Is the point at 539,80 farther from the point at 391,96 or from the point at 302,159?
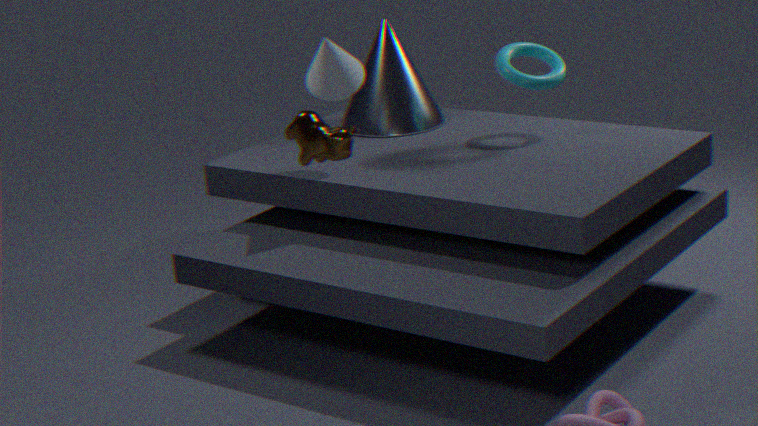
the point at 302,159
